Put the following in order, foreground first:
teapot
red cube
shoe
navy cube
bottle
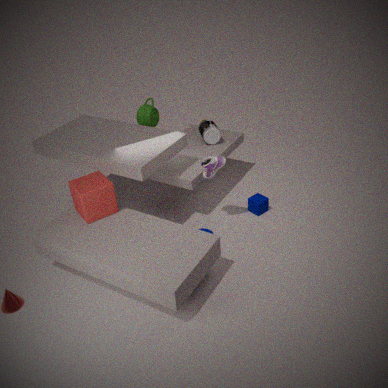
red cube → shoe → navy cube → bottle → teapot
